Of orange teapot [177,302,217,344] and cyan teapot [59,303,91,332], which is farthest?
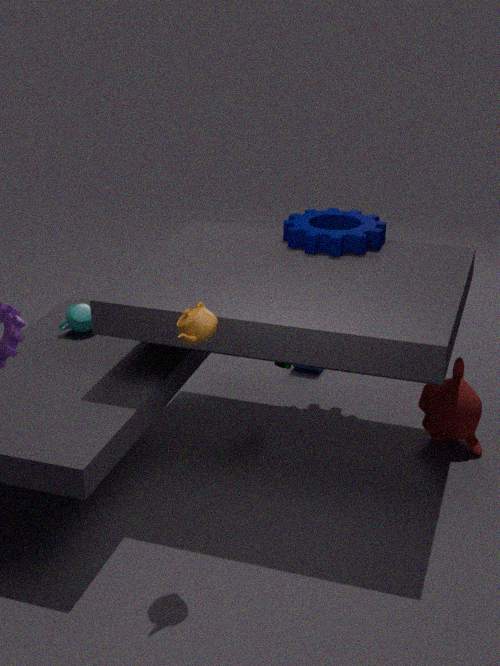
cyan teapot [59,303,91,332]
